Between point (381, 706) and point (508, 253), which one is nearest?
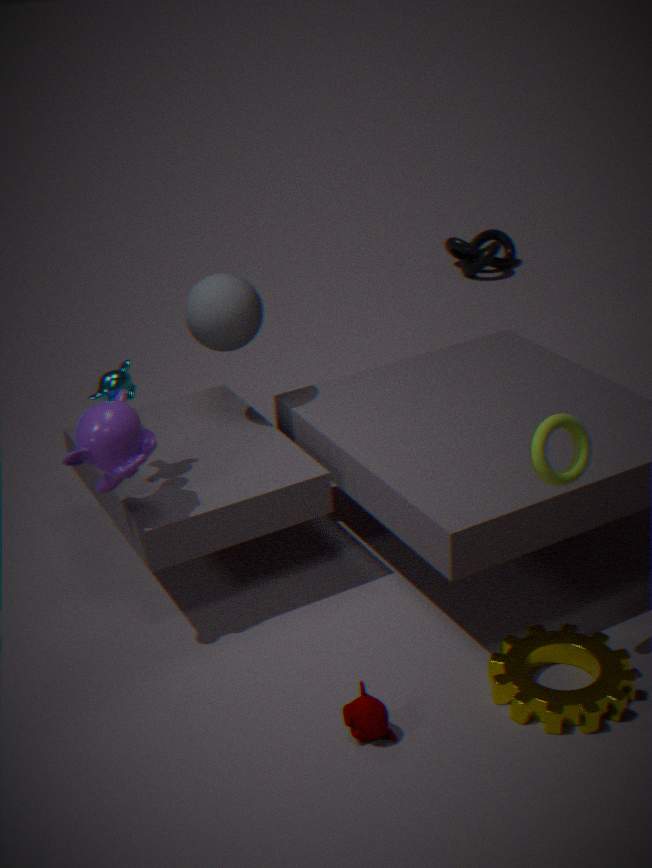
point (381, 706)
